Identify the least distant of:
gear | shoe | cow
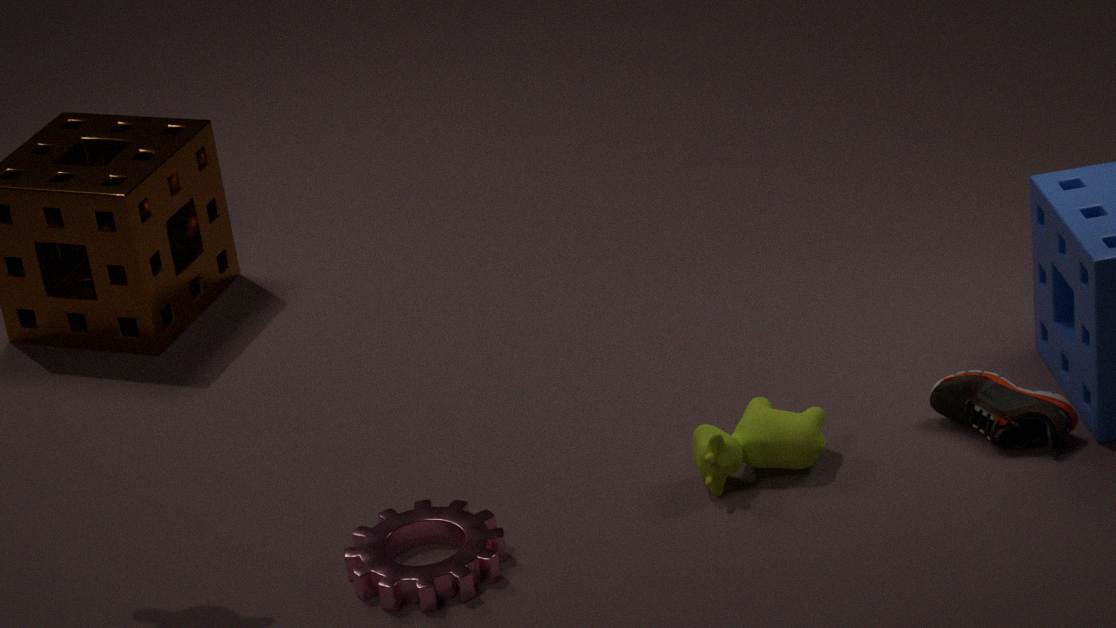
gear
